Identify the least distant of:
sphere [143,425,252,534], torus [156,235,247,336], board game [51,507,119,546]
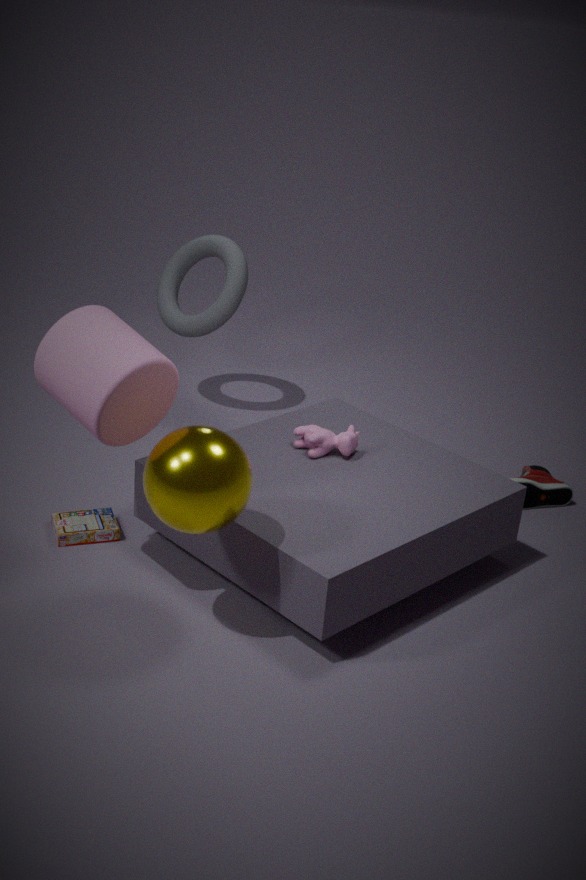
sphere [143,425,252,534]
